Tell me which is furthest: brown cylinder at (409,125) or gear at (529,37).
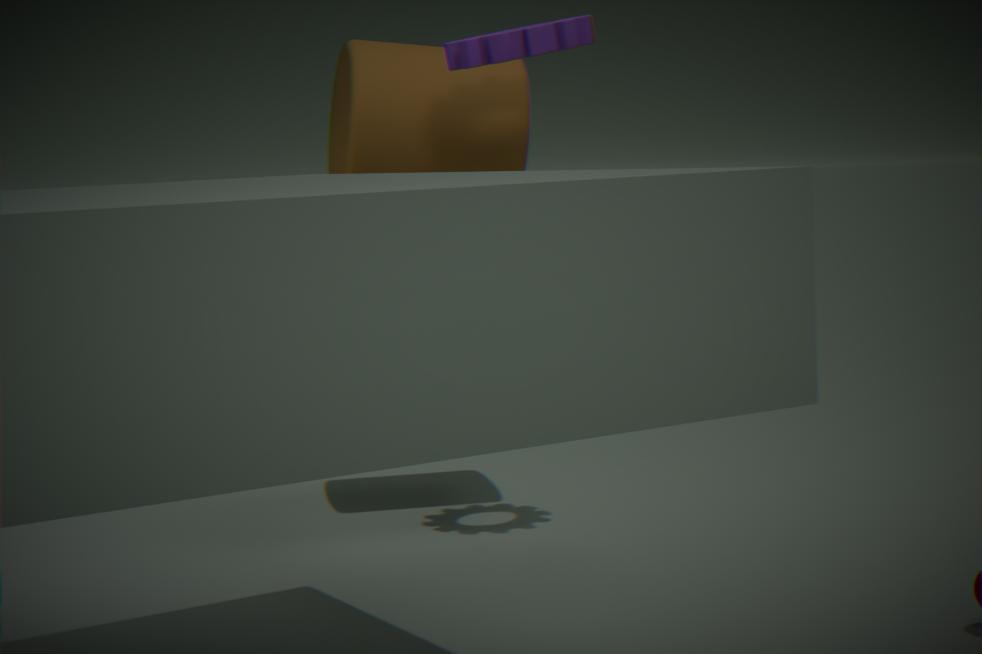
brown cylinder at (409,125)
